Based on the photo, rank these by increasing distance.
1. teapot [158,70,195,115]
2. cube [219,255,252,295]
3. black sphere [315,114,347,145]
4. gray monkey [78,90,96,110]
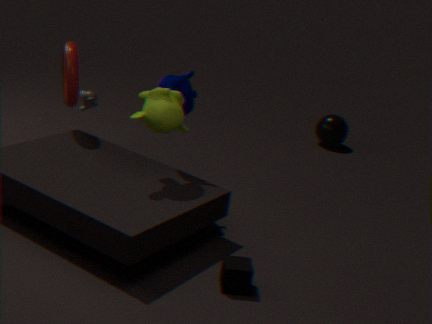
1. cube [219,255,252,295]
2. teapot [158,70,195,115]
3. gray monkey [78,90,96,110]
4. black sphere [315,114,347,145]
